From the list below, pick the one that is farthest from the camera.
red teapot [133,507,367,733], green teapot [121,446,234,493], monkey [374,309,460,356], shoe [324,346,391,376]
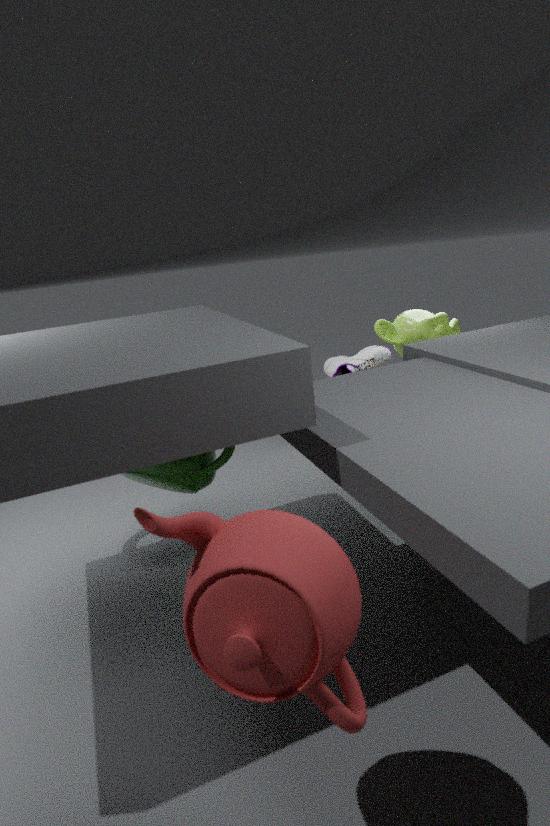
shoe [324,346,391,376]
